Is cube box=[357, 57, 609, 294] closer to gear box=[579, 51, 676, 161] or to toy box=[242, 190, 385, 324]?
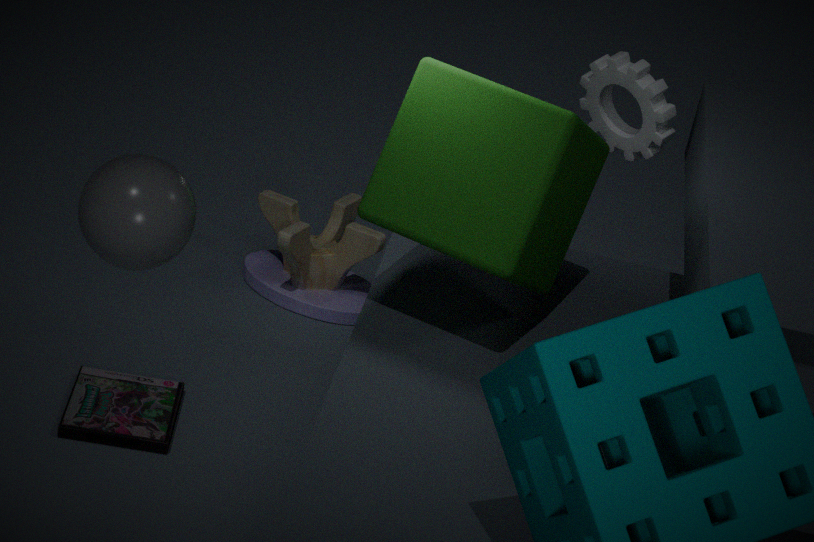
gear box=[579, 51, 676, 161]
